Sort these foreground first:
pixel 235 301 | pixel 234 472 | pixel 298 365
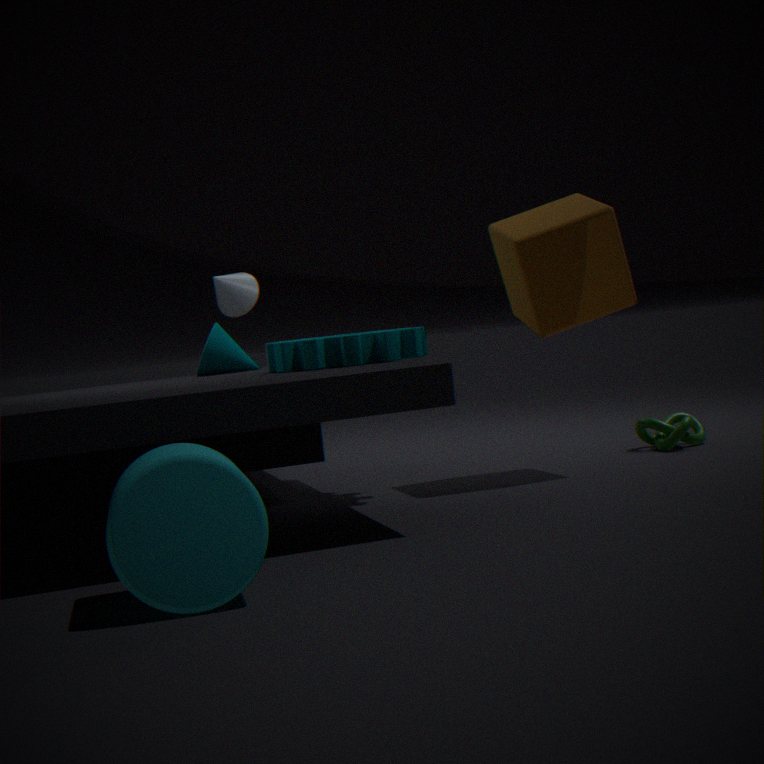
1. pixel 234 472
2. pixel 298 365
3. pixel 235 301
